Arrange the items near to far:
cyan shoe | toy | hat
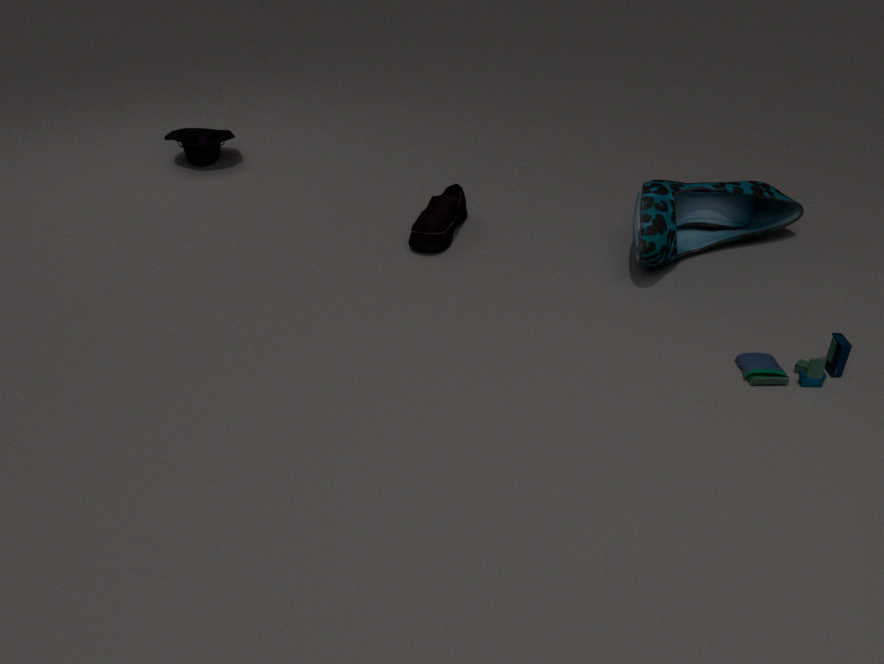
toy, cyan shoe, hat
